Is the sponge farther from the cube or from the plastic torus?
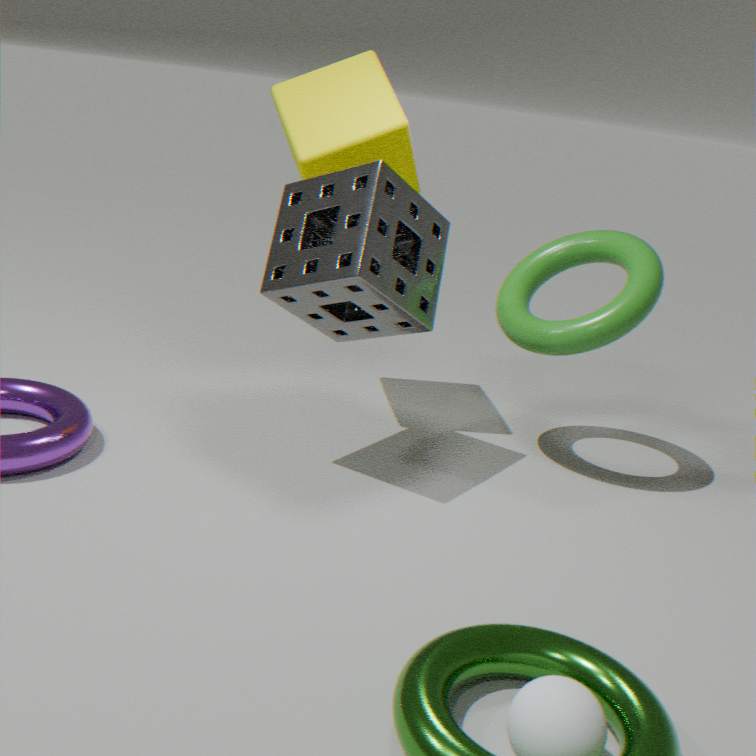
the plastic torus
